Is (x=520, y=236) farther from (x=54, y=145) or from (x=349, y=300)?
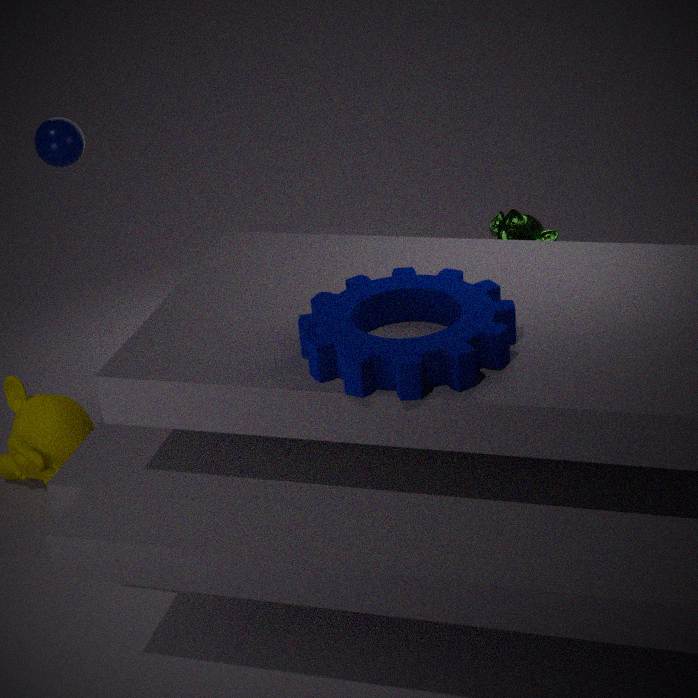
(x=54, y=145)
